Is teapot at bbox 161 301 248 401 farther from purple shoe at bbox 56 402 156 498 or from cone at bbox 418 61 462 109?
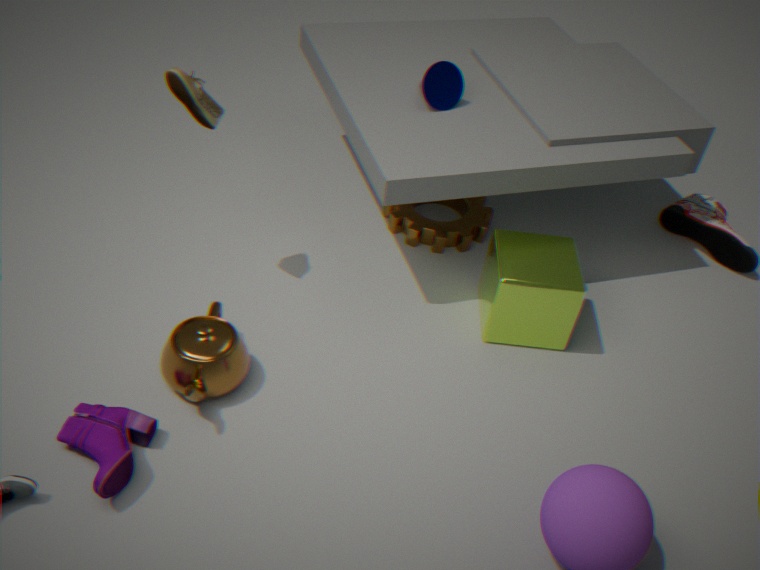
cone at bbox 418 61 462 109
